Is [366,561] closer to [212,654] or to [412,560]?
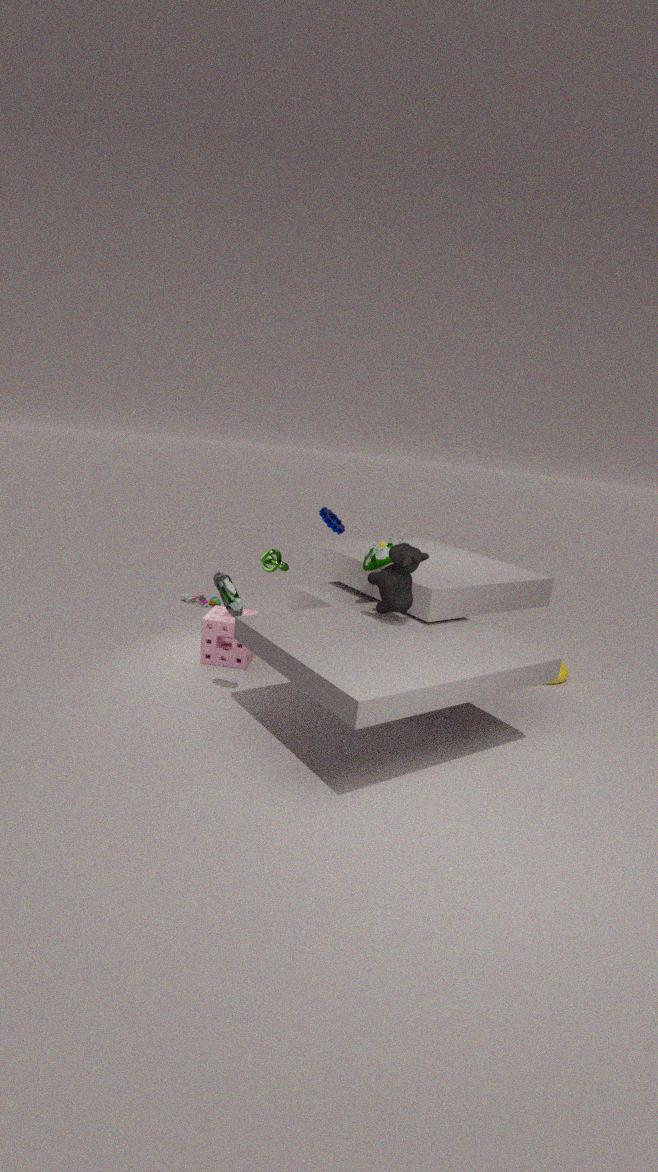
[412,560]
